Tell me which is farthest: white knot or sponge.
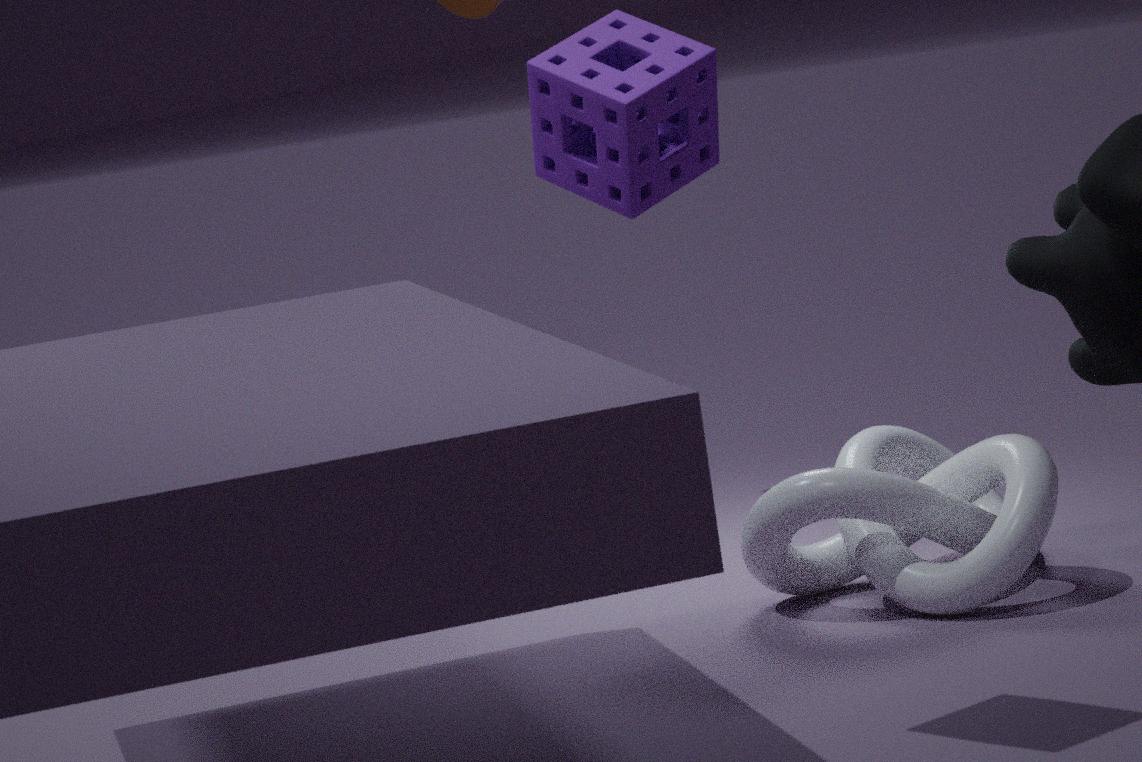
white knot
